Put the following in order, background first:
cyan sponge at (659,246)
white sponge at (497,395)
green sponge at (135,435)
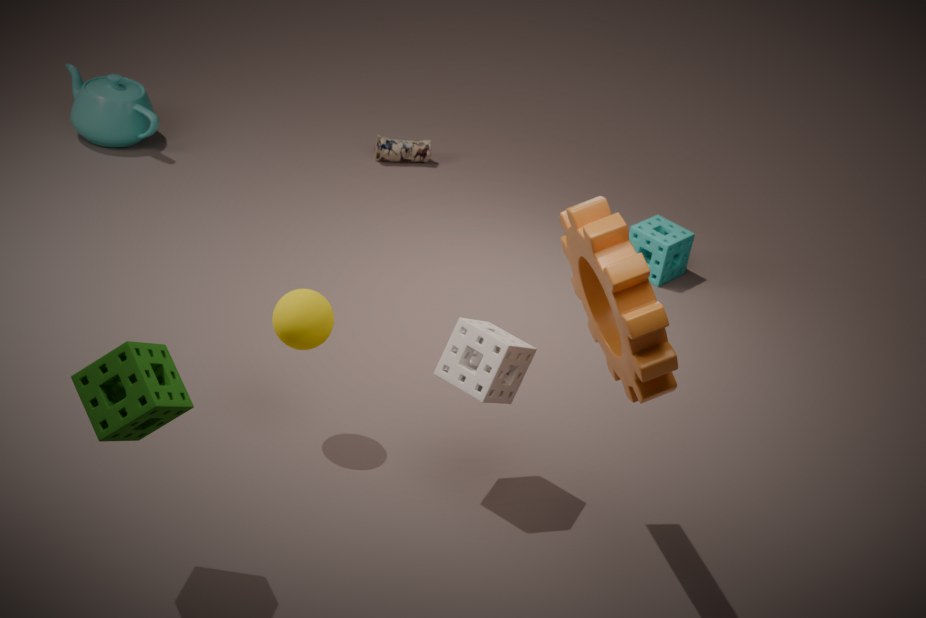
cyan sponge at (659,246) → white sponge at (497,395) → green sponge at (135,435)
